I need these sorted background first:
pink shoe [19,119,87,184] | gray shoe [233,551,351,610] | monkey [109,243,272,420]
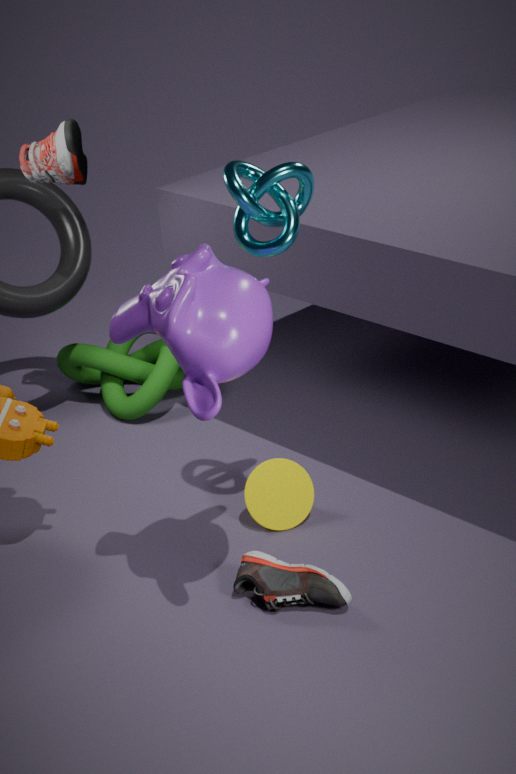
pink shoe [19,119,87,184] → gray shoe [233,551,351,610] → monkey [109,243,272,420]
